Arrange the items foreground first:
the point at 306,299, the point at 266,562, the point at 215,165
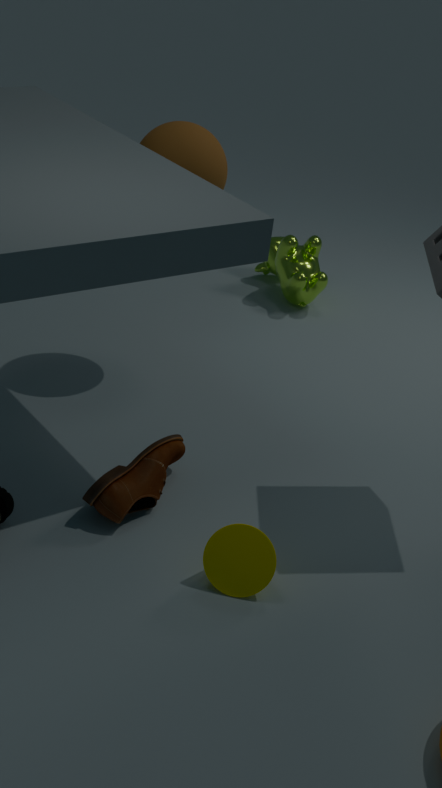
1. the point at 266,562
2. the point at 215,165
3. the point at 306,299
